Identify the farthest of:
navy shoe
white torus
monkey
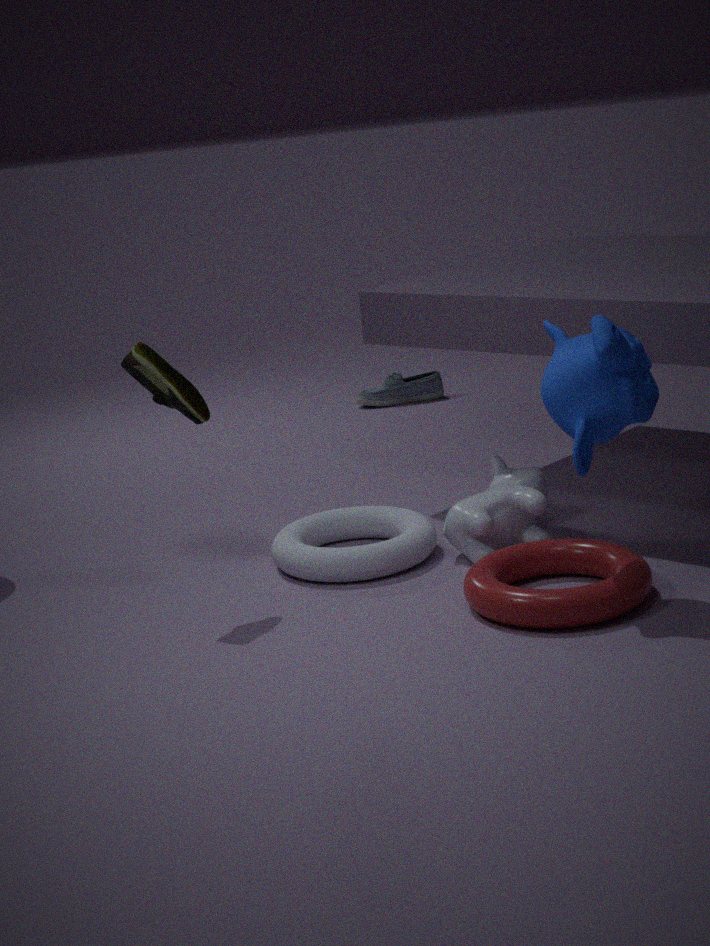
navy shoe
